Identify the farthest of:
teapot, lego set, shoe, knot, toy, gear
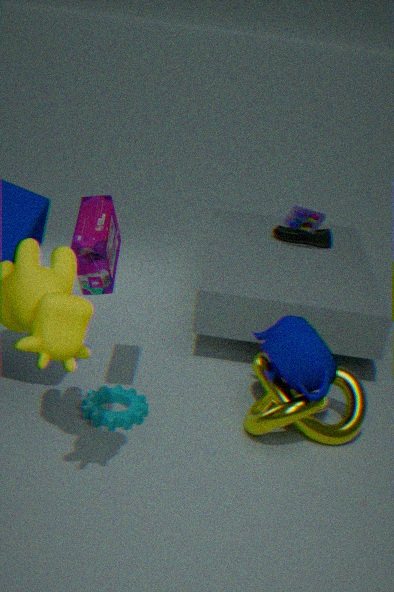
shoe
